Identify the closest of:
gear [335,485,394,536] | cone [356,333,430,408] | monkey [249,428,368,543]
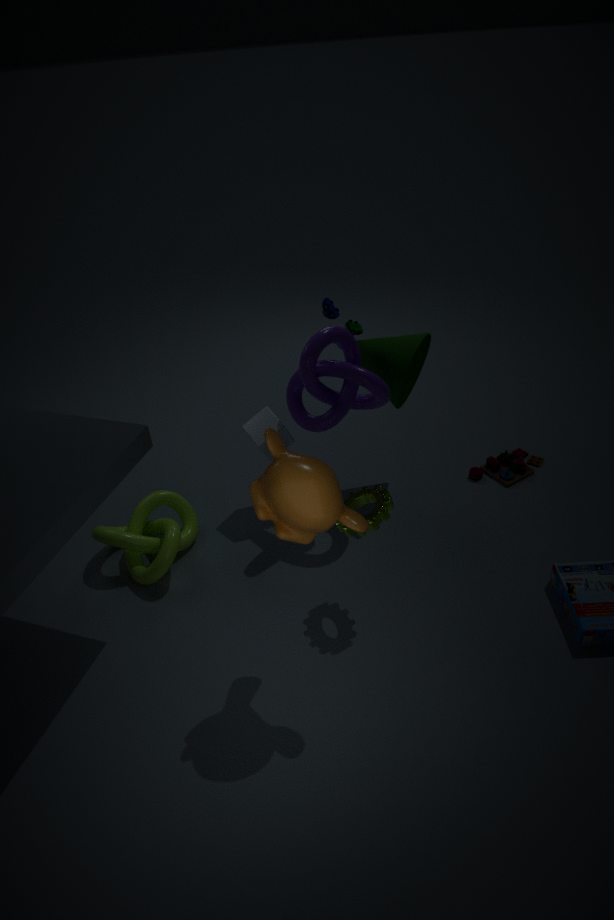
monkey [249,428,368,543]
